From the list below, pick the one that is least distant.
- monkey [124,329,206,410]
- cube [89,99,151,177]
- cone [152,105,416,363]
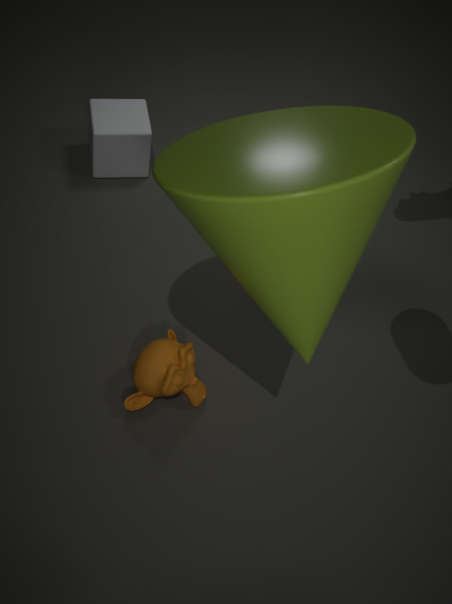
cone [152,105,416,363]
